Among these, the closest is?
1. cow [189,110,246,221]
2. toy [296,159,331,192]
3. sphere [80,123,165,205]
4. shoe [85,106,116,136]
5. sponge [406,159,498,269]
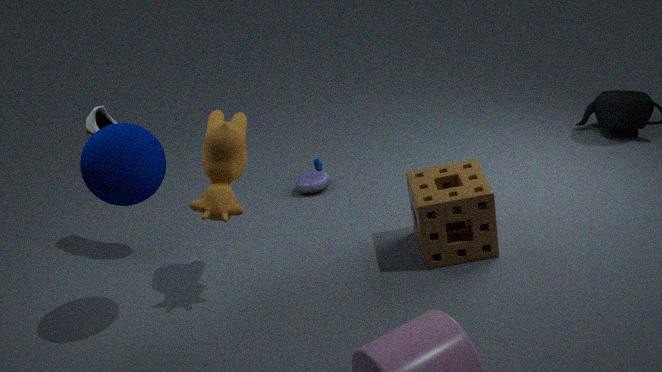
sphere [80,123,165,205]
